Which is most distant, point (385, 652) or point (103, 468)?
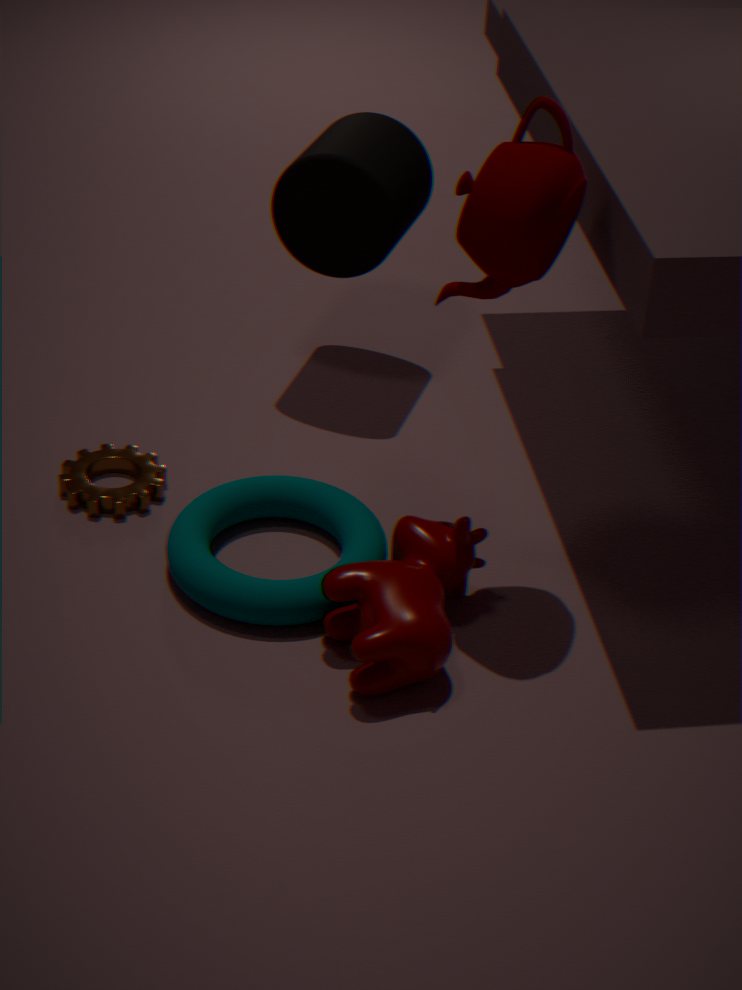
point (103, 468)
